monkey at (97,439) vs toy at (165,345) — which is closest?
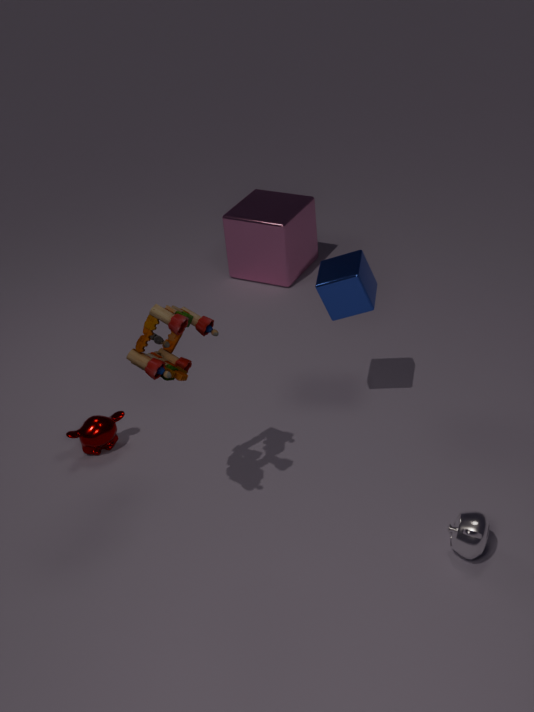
toy at (165,345)
